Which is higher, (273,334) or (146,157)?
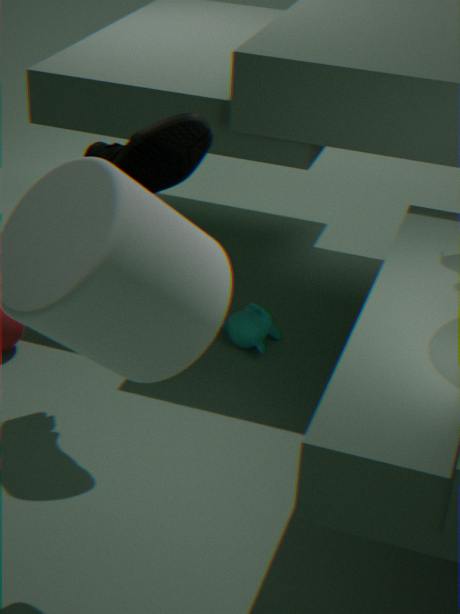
(146,157)
